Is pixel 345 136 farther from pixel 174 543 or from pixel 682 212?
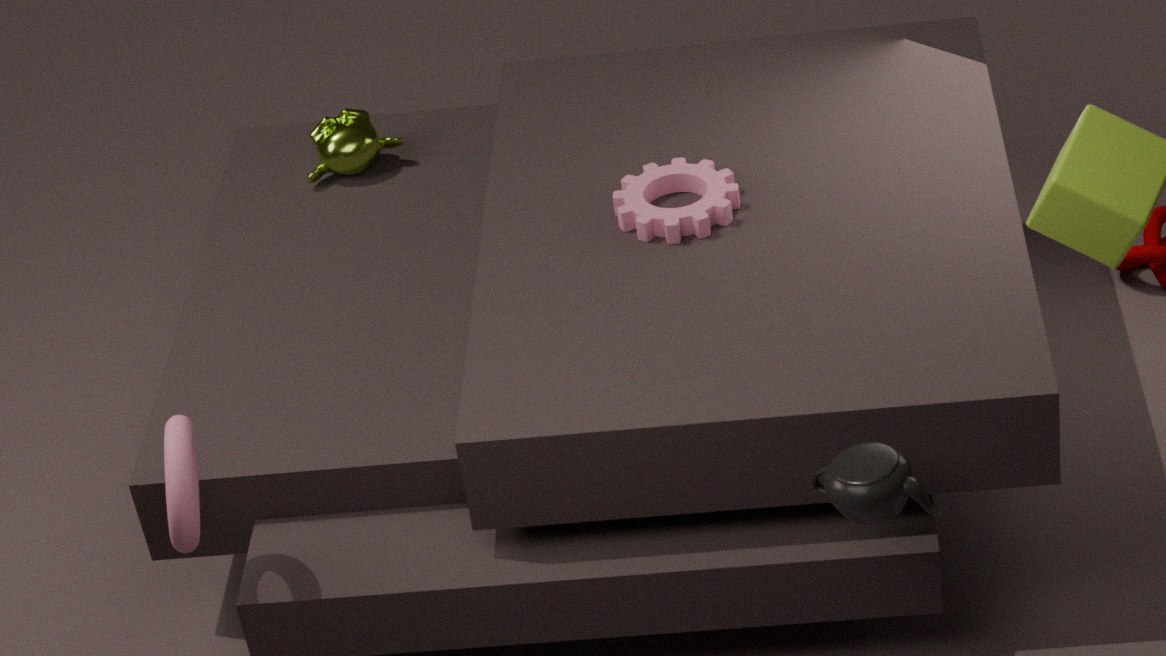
pixel 174 543
